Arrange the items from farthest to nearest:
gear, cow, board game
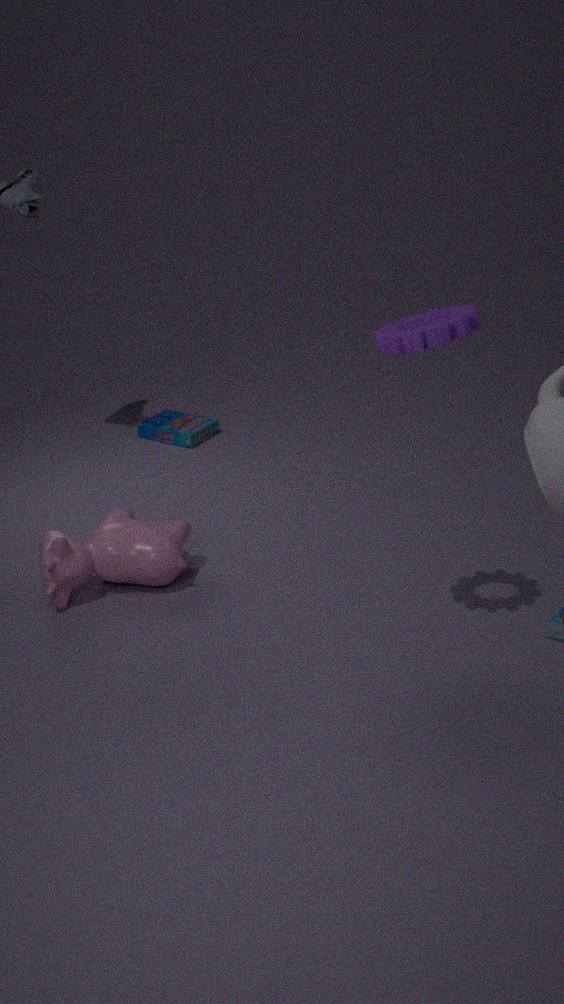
1. board game
2. cow
3. gear
